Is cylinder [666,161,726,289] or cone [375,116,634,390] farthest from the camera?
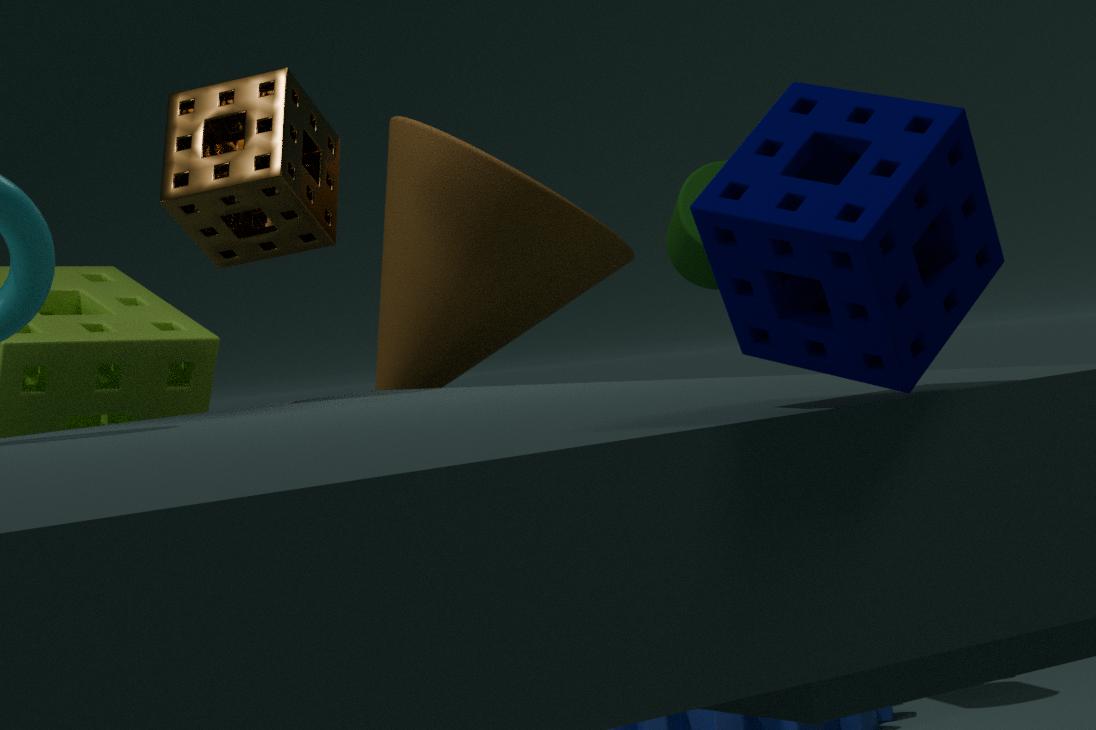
cylinder [666,161,726,289]
